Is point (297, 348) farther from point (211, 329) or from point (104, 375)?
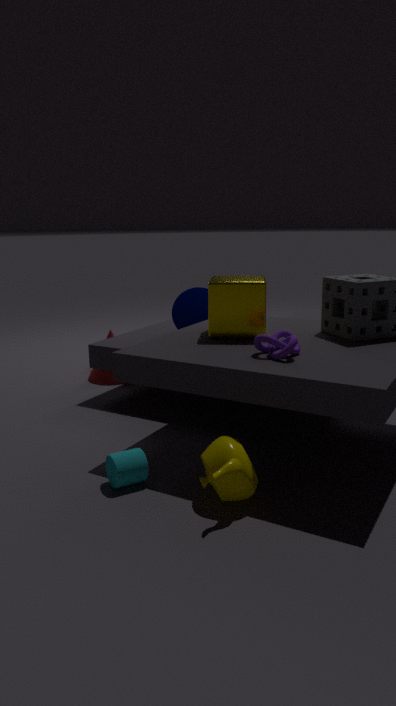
point (104, 375)
